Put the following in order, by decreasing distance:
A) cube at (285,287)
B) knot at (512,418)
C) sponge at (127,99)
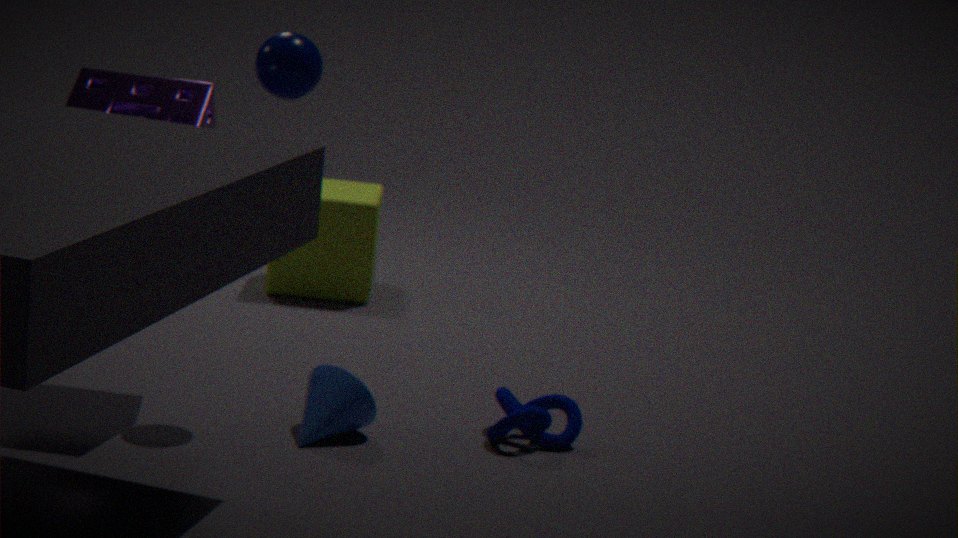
1. cube at (285,287)
2. knot at (512,418)
3. sponge at (127,99)
